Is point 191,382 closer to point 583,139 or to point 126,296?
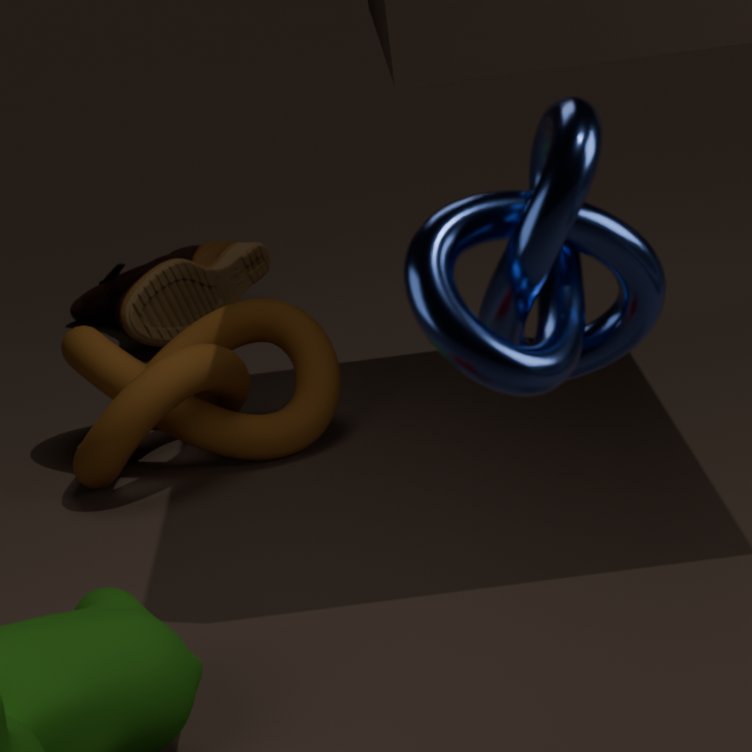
point 126,296
